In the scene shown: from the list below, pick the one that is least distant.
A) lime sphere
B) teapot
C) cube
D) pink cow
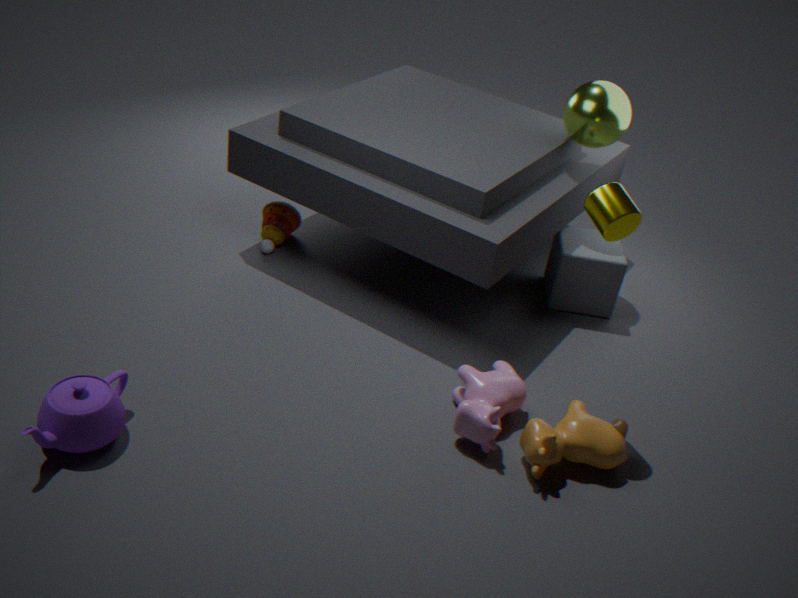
teapot
